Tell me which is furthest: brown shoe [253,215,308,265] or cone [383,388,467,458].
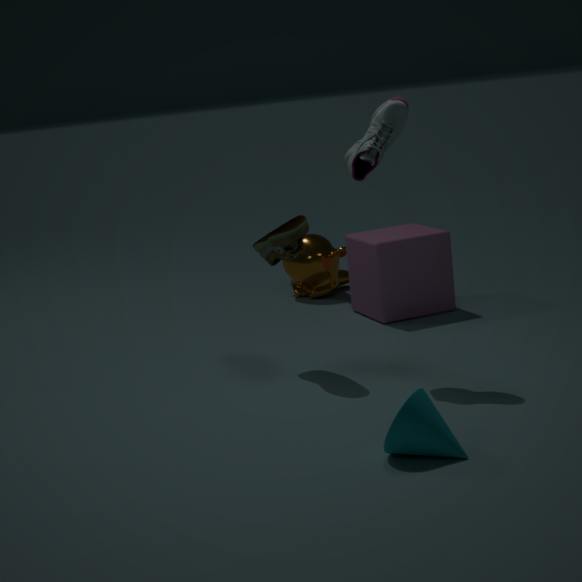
brown shoe [253,215,308,265]
